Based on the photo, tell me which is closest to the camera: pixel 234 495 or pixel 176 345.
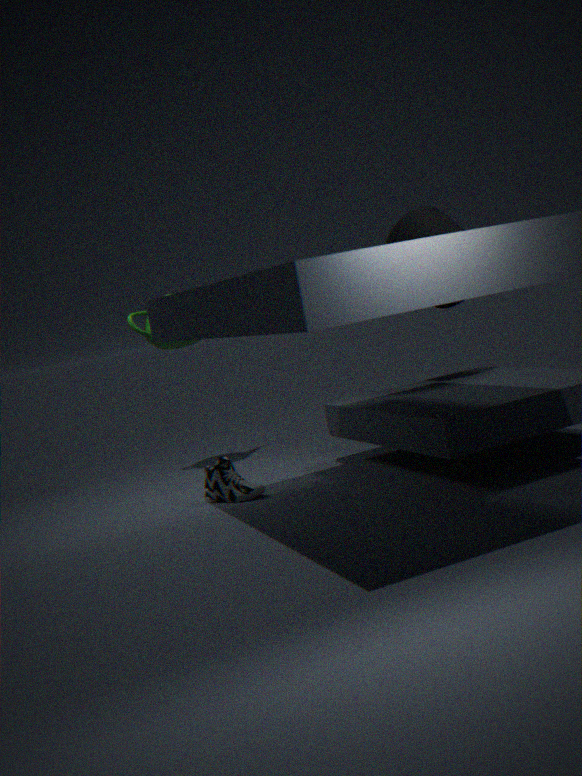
pixel 234 495
